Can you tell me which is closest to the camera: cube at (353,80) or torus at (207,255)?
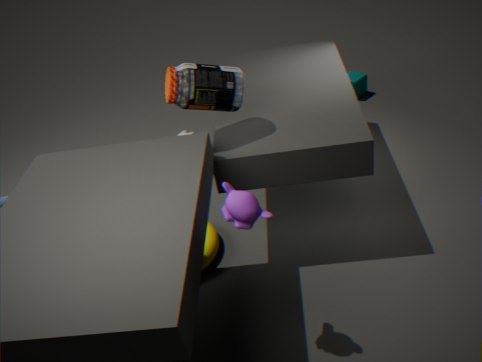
torus at (207,255)
